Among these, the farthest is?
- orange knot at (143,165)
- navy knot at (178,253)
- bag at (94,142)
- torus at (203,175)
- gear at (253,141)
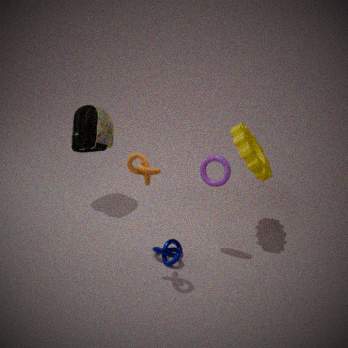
bag at (94,142)
